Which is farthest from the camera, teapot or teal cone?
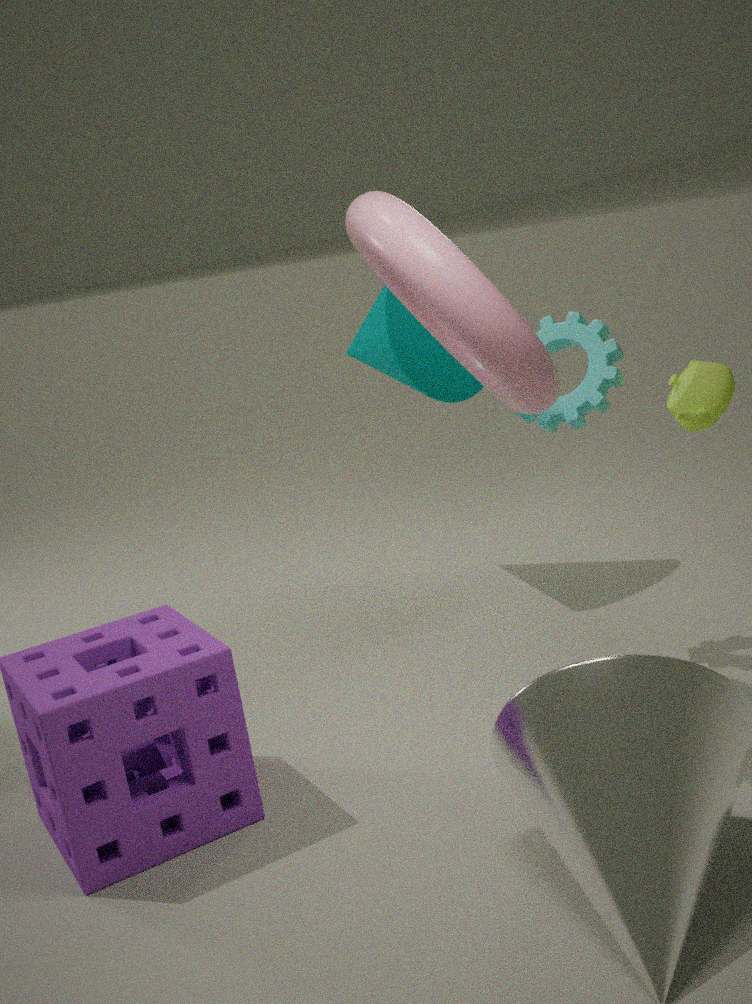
teal cone
